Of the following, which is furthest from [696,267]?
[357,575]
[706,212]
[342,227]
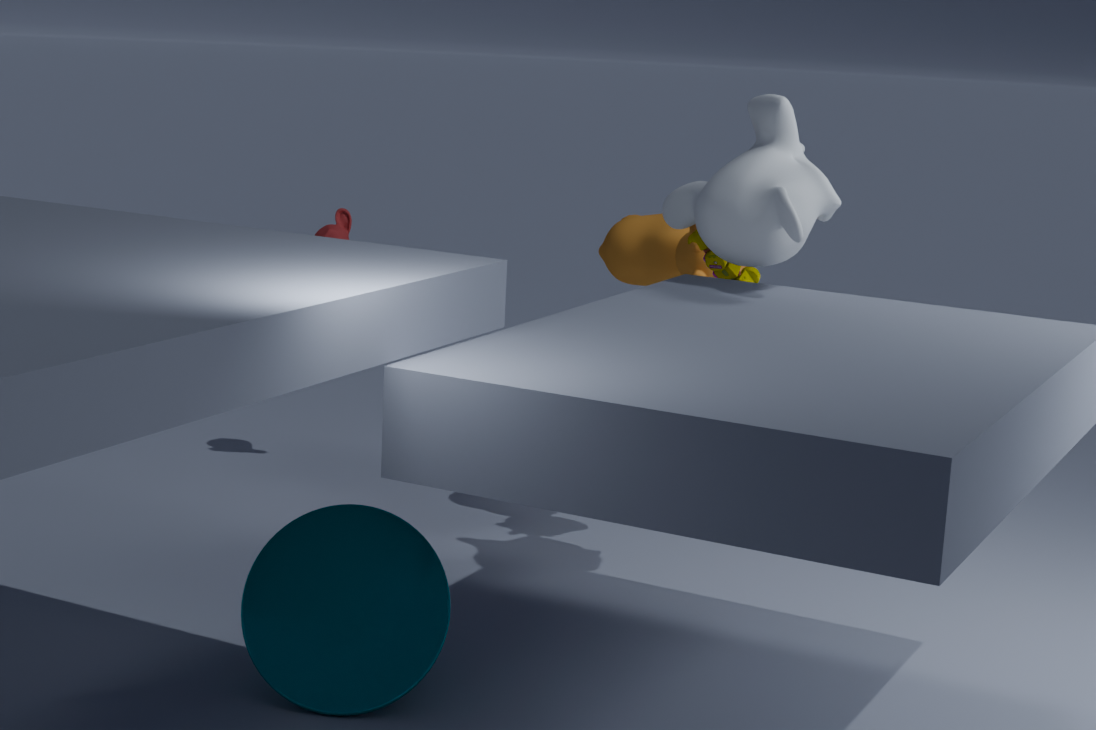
[357,575]
